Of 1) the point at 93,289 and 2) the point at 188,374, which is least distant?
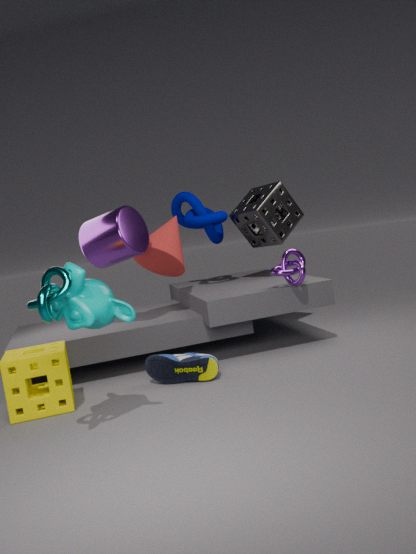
1. the point at 93,289
